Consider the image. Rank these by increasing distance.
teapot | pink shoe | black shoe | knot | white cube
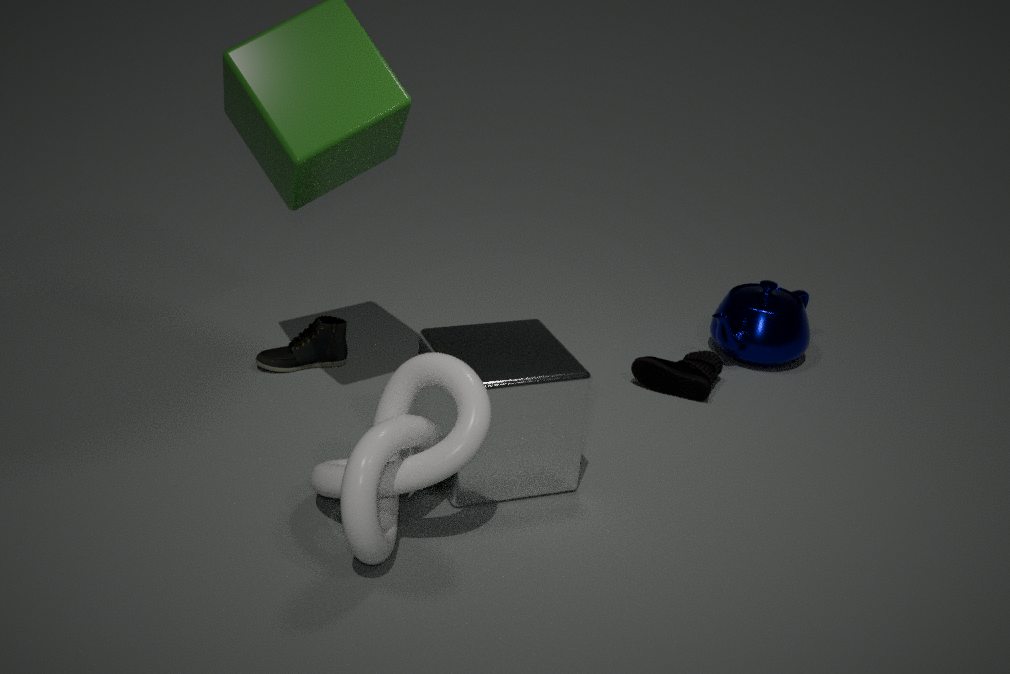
knot → white cube → black shoe → pink shoe → teapot
